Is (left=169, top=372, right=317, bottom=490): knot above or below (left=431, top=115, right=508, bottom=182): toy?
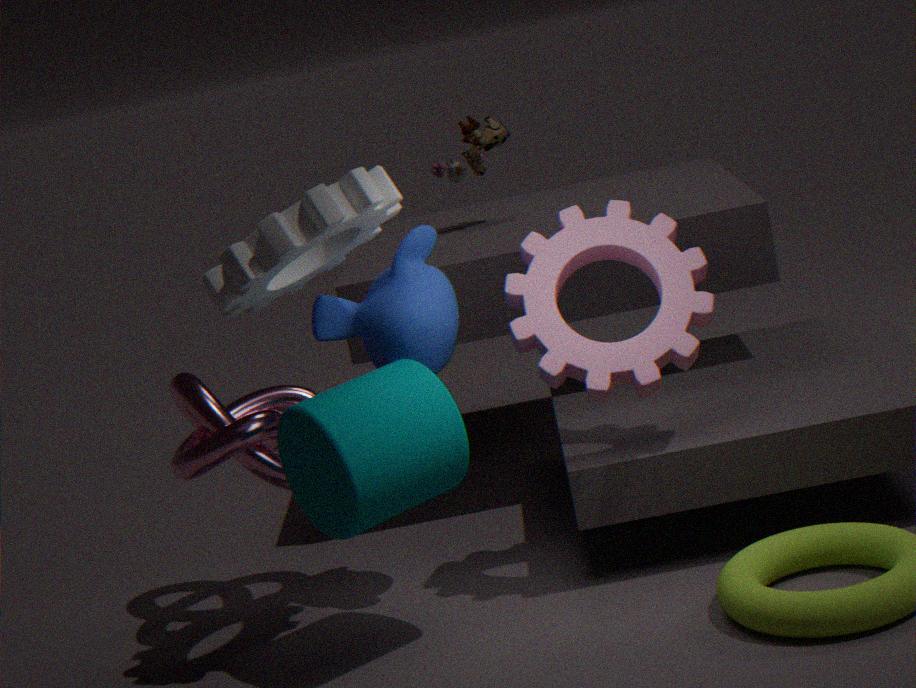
below
